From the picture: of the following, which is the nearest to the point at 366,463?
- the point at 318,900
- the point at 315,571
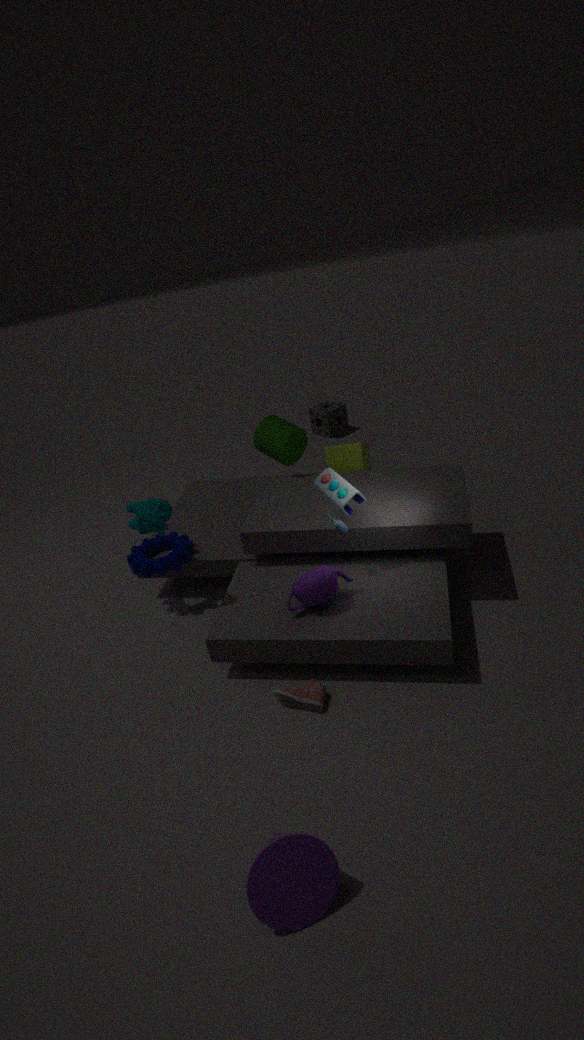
the point at 315,571
